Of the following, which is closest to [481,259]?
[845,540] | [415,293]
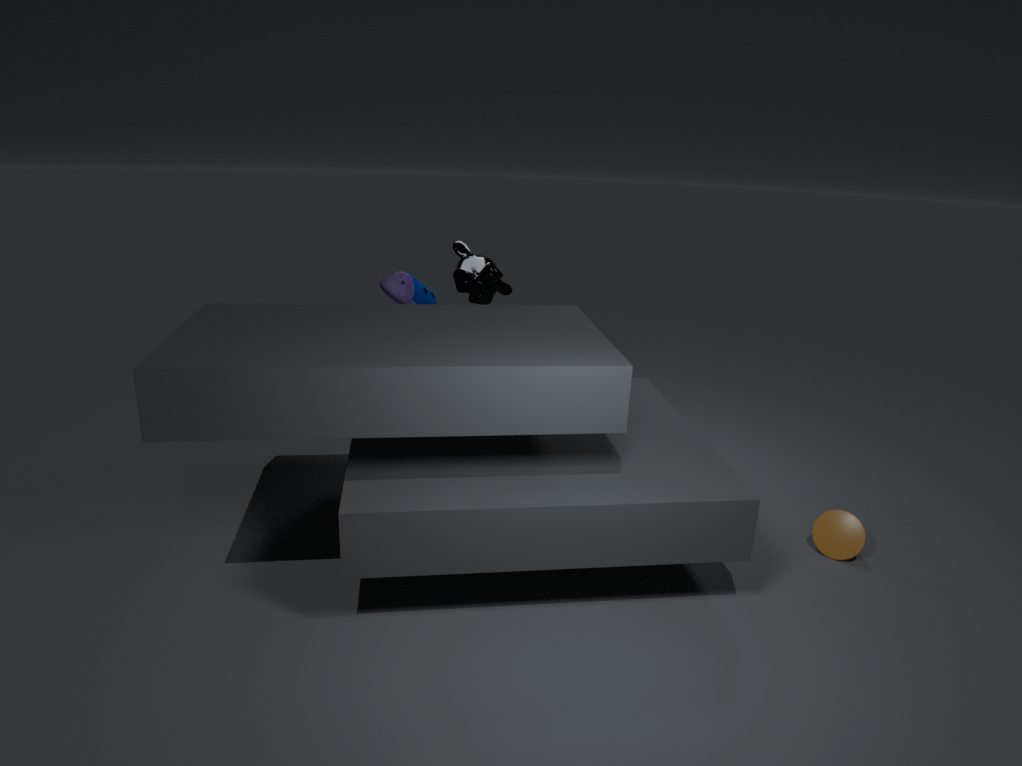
[415,293]
